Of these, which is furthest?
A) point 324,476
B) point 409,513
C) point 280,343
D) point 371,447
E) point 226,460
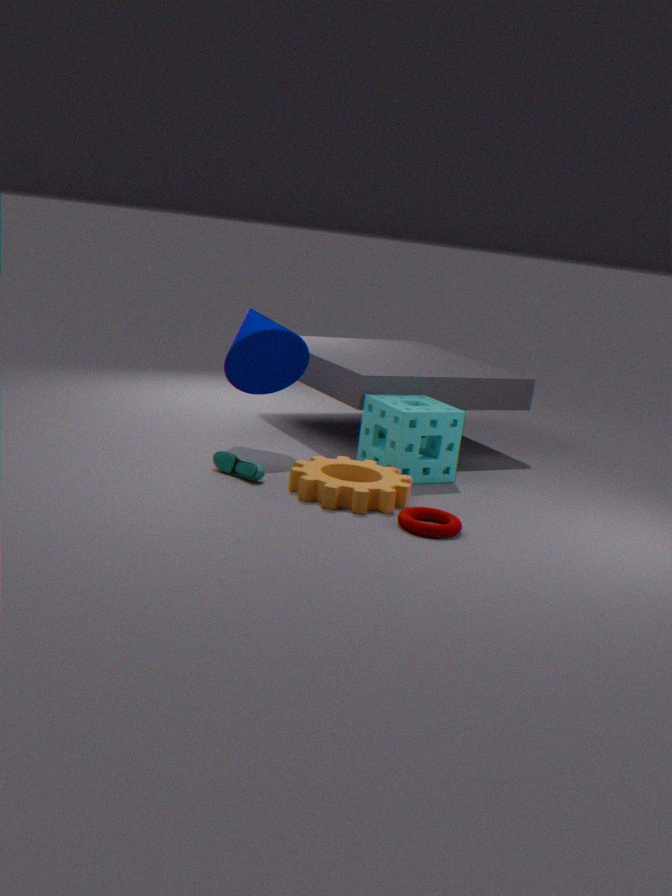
point 371,447
